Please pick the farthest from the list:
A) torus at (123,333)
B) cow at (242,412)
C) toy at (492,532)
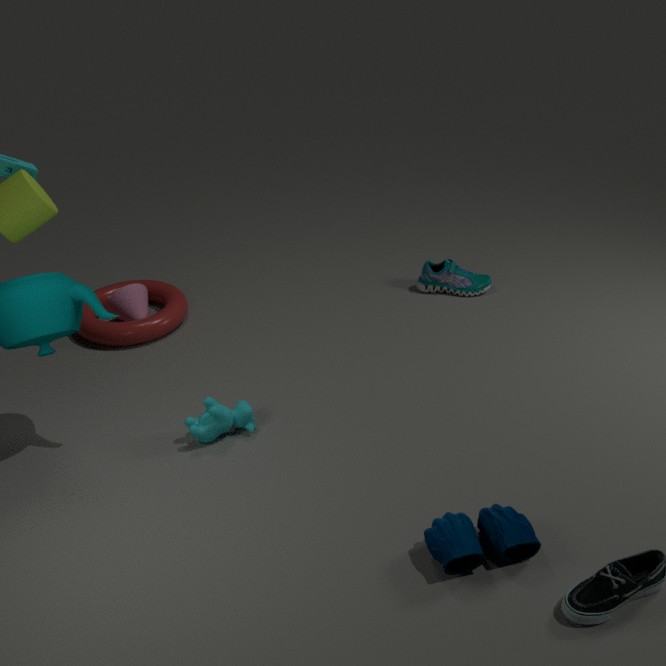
torus at (123,333)
